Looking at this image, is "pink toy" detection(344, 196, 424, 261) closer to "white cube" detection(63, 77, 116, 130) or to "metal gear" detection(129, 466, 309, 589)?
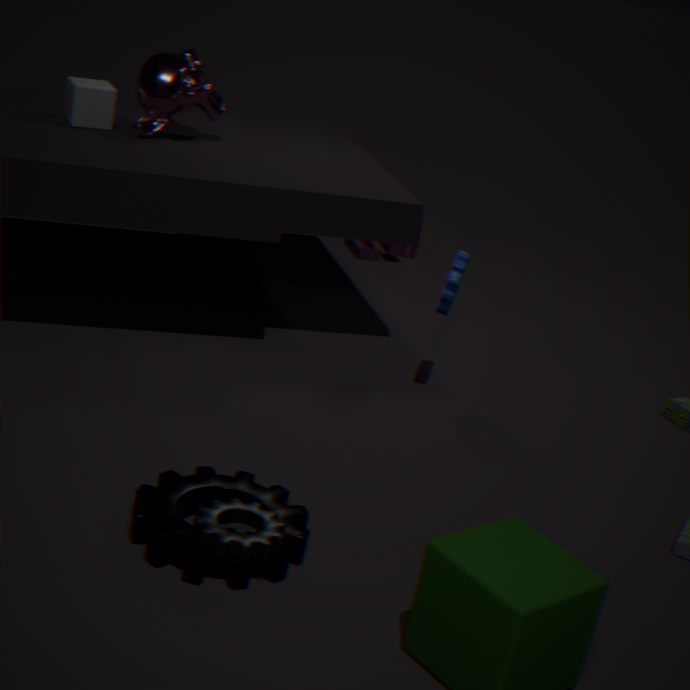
"white cube" detection(63, 77, 116, 130)
